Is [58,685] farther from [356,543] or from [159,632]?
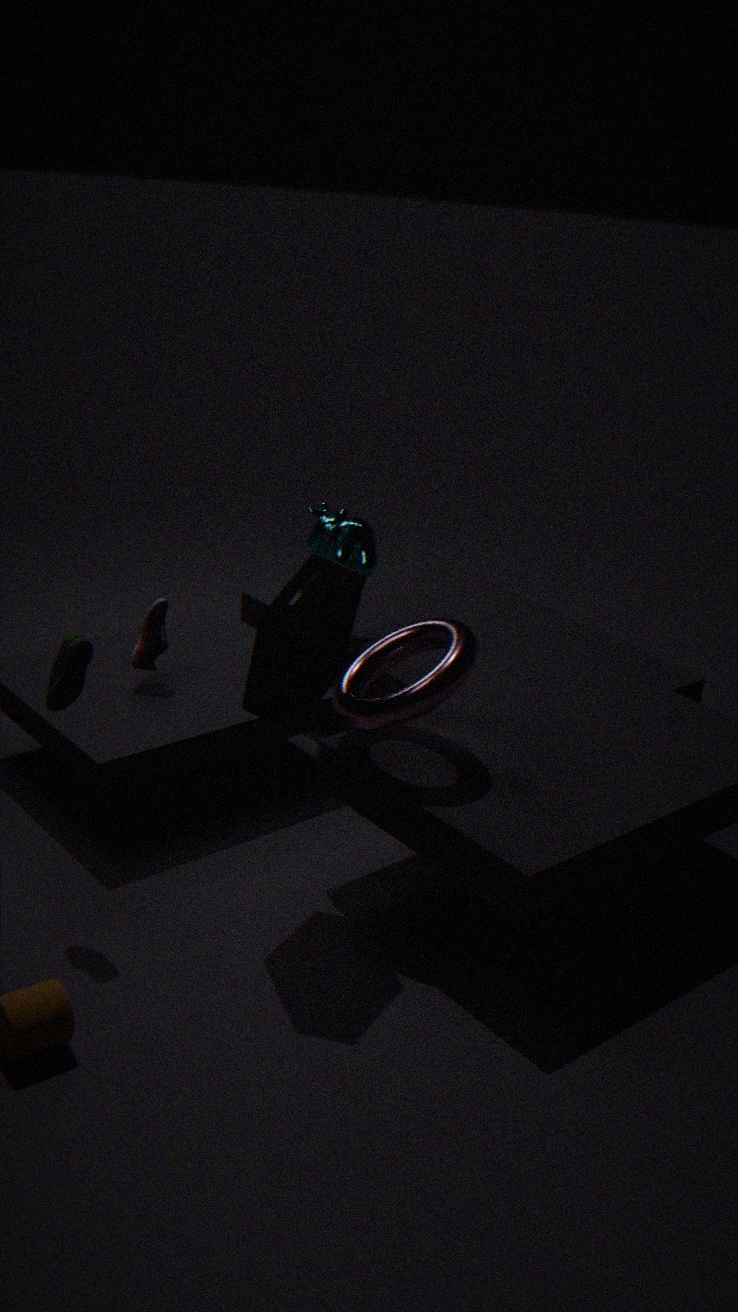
[356,543]
